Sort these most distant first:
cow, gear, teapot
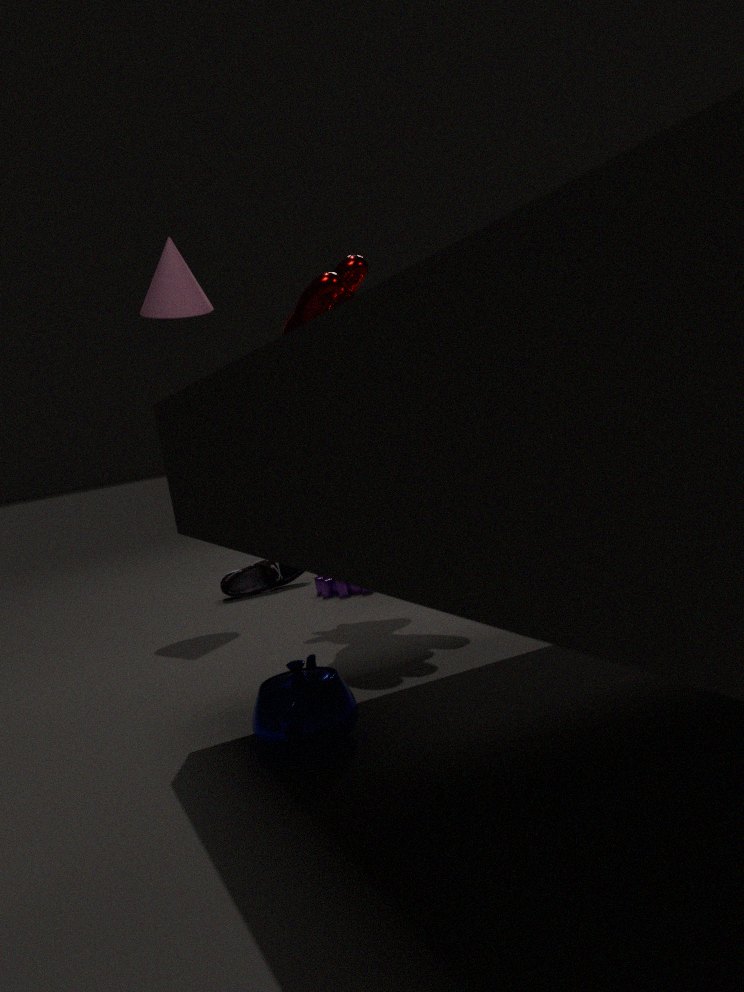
gear → cow → teapot
